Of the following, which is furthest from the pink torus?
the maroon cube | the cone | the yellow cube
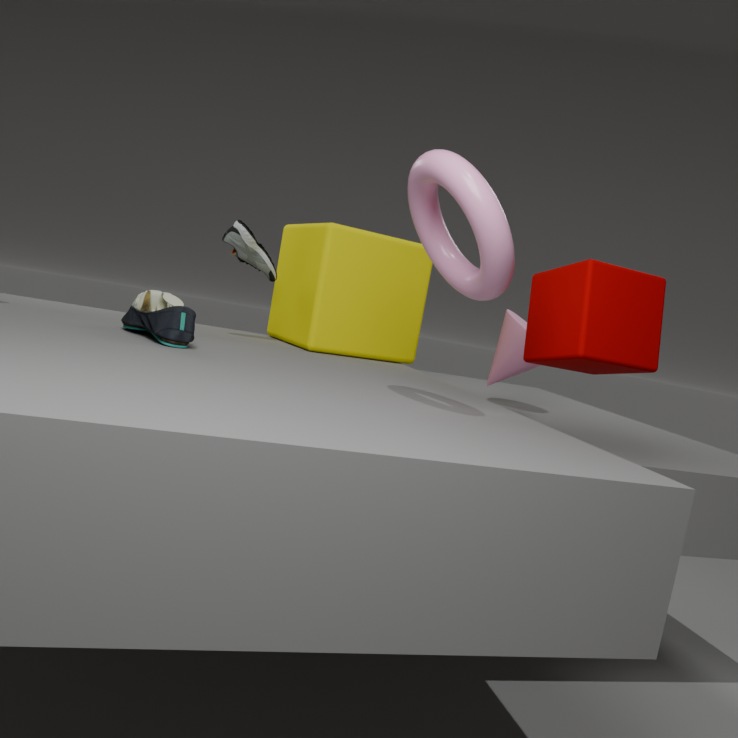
the cone
